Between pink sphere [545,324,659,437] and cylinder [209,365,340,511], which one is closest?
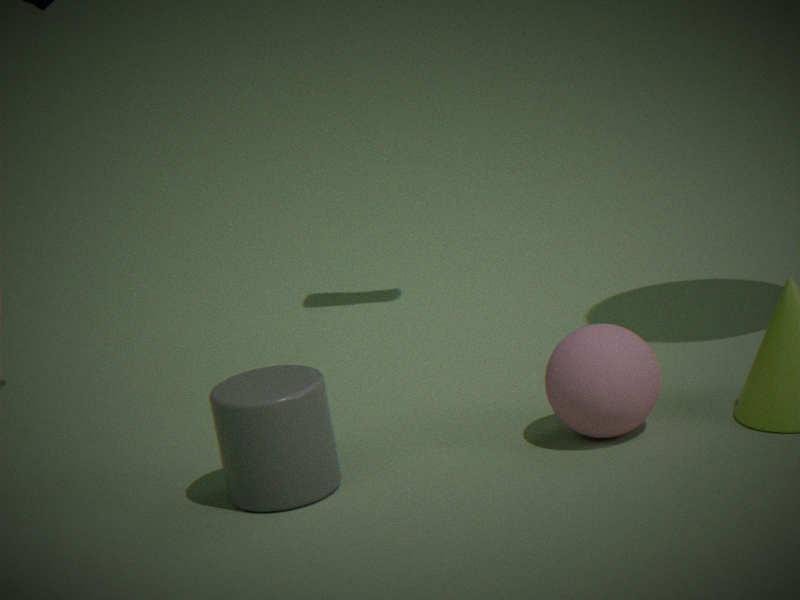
cylinder [209,365,340,511]
